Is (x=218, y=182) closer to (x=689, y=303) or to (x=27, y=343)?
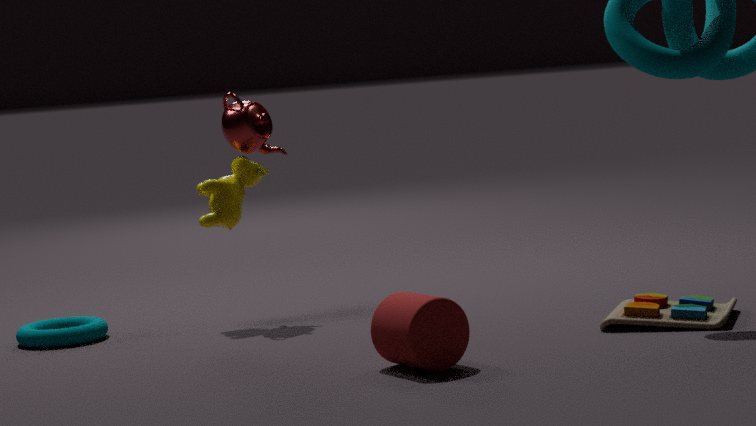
(x=27, y=343)
